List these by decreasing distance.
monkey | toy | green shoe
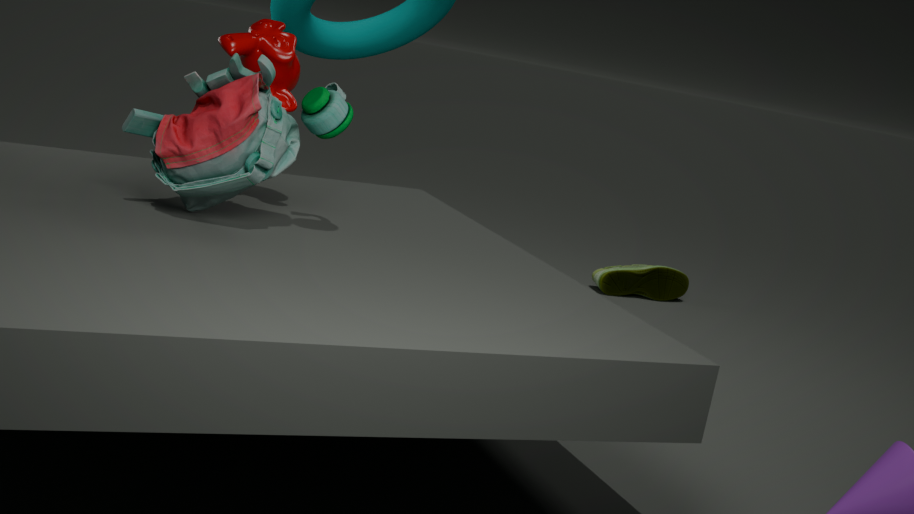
1. green shoe
2. monkey
3. toy
